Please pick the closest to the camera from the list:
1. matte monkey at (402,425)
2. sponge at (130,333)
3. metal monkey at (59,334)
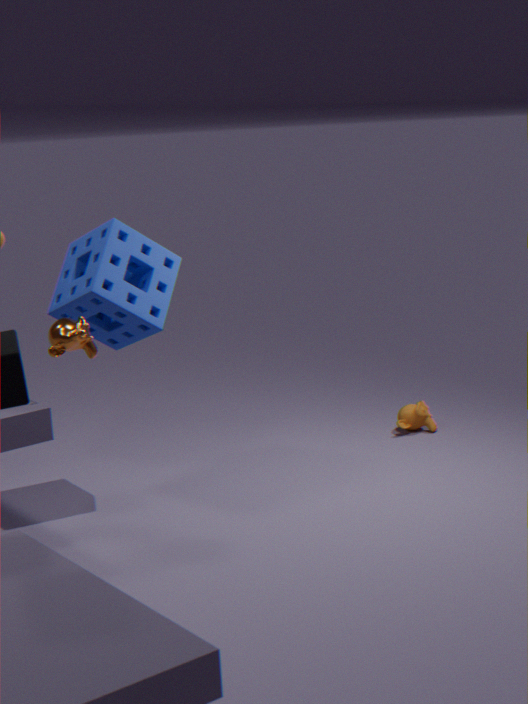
→ metal monkey at (59,334)
